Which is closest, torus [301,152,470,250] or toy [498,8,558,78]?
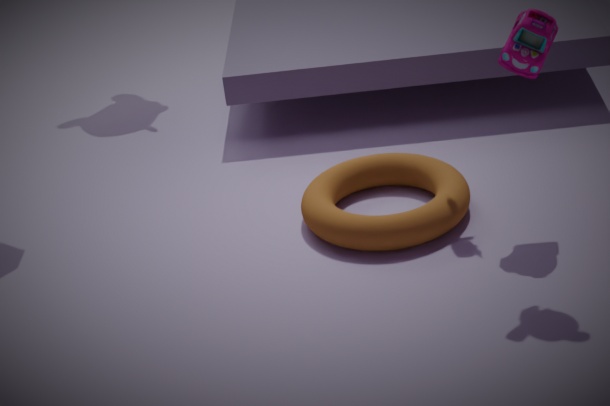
toy [498,8,558,78]
